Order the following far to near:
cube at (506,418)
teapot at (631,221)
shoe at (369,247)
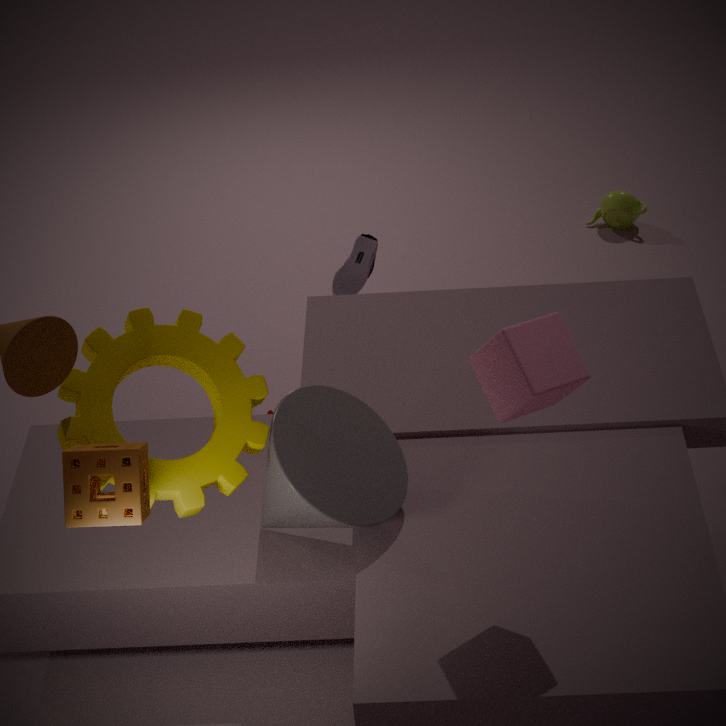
1. teapot at (631,221)
2. shoe at (369,247)
3. cube at (506,418)
